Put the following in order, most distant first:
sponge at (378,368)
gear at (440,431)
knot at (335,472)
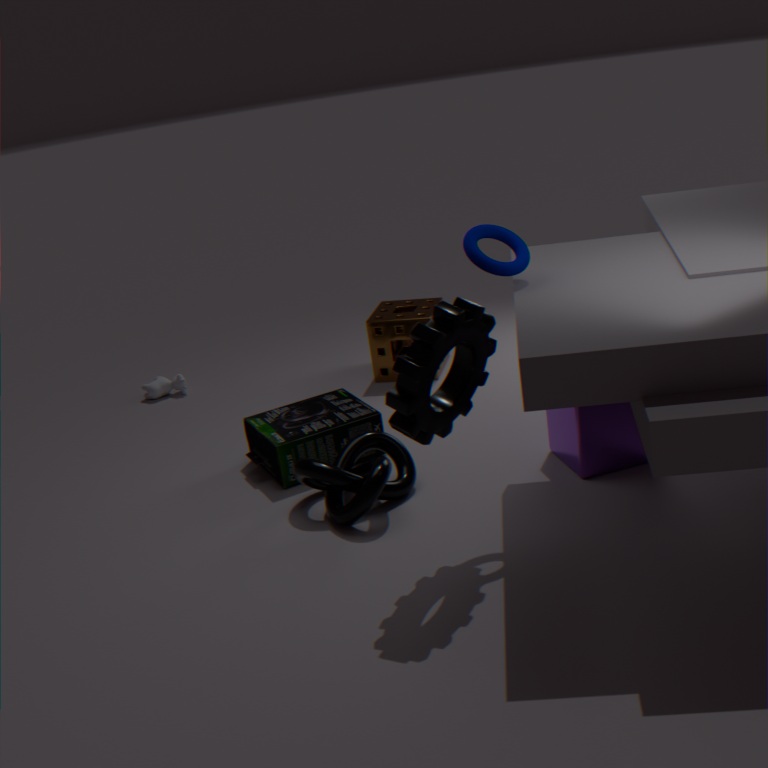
sponge at (378,368) < knot at (335,472) < gear at (440,431)
